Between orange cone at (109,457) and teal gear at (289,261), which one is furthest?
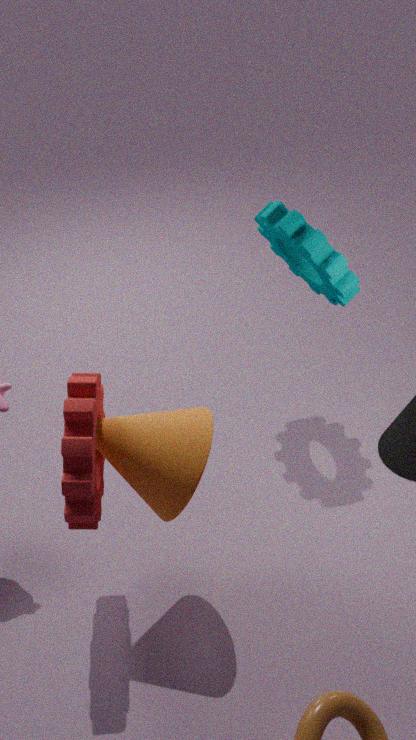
teal gear at (289,261)
